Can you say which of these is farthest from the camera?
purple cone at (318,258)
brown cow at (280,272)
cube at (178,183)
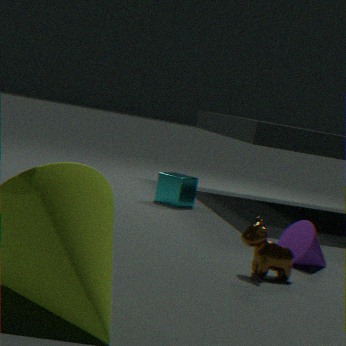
cube at (178,183)
